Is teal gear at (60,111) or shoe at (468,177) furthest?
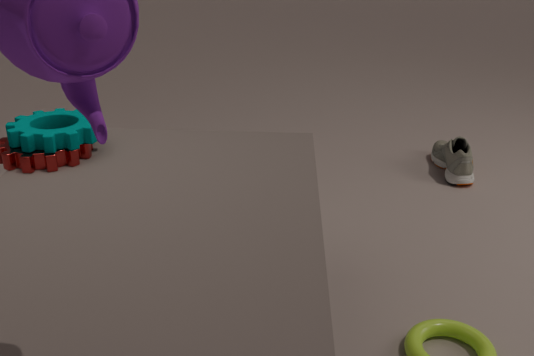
shoe at (468,177)
